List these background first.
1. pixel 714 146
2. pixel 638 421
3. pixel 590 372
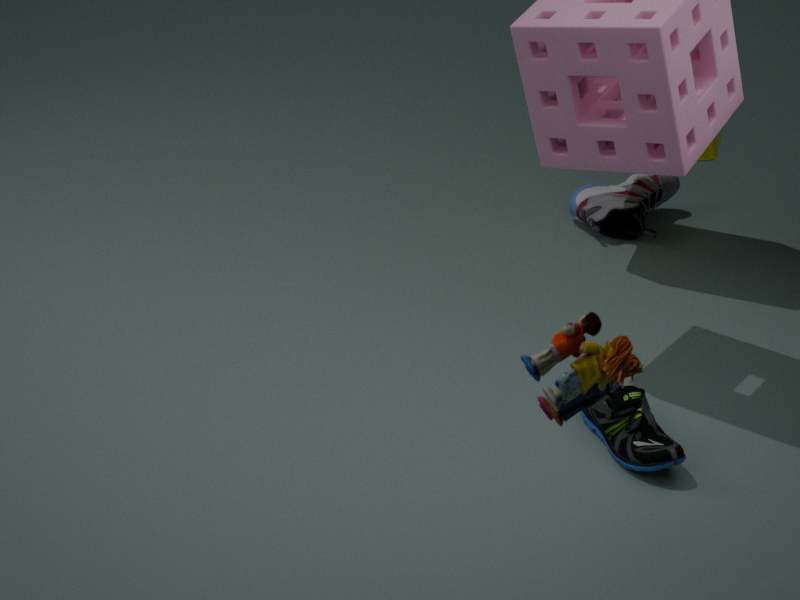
pixel 714 146
pixel 638 421
pixel 590 372
